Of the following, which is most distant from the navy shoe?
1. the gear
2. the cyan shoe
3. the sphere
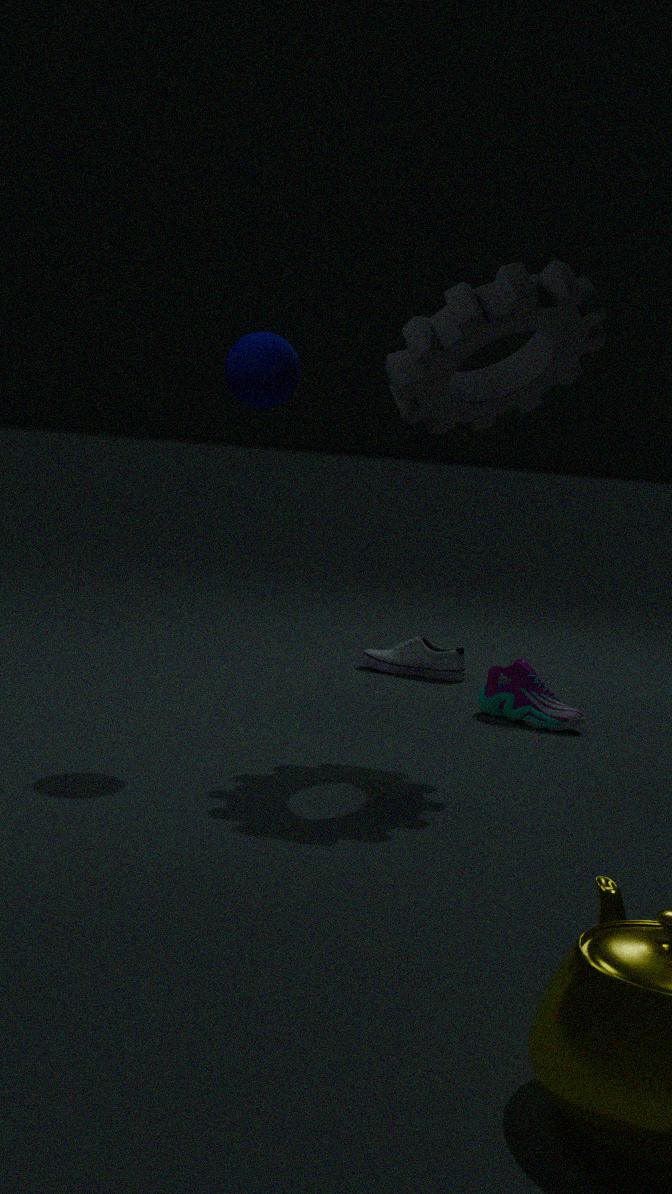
the sphere
